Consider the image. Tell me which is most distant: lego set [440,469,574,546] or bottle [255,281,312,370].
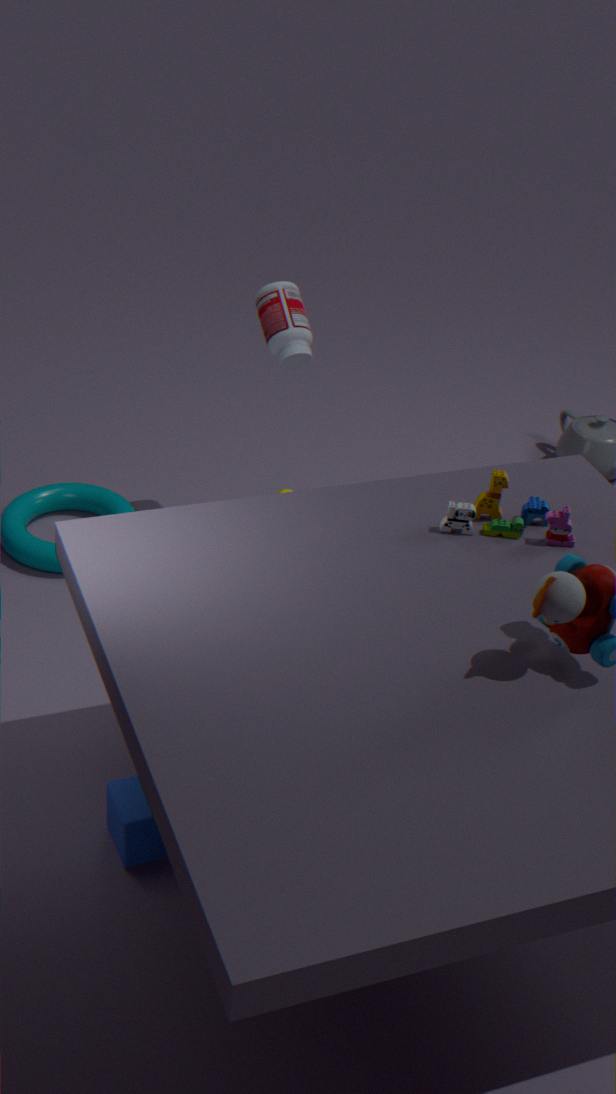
bottle [255,281,312,370]
